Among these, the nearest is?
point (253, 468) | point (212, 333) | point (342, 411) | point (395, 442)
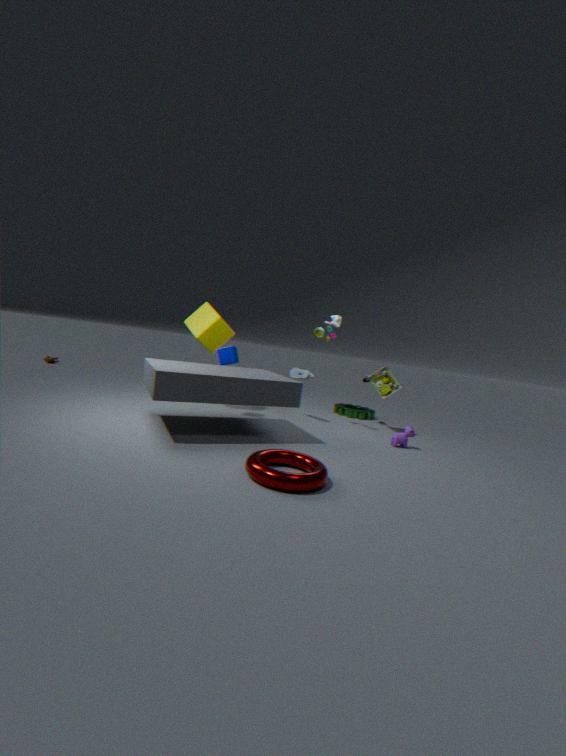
point (253, 468)
